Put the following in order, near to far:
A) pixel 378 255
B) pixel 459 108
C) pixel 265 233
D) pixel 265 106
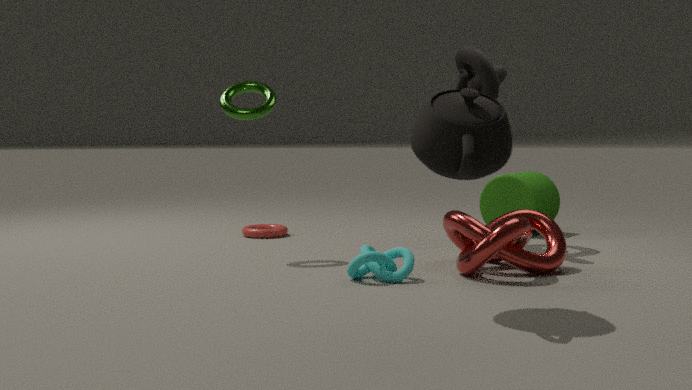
pixel 459 108 < pixel 378 255 < pixel 265 106 < pixel 265 233
